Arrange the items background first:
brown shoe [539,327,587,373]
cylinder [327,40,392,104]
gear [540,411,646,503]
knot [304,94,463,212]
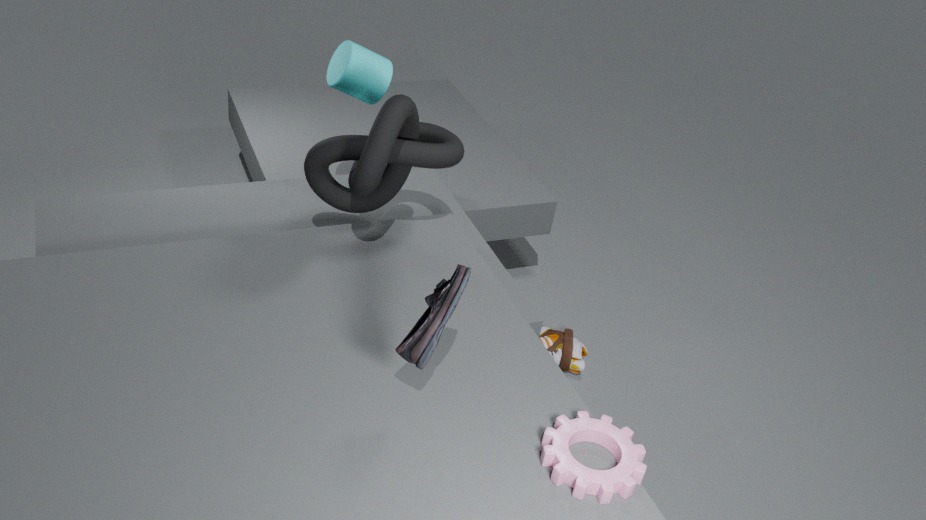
brown shoe [539,327,587,373], cylinder [327,40,392,104], knot [304,94,463,212], gear [540,411,646,503]
